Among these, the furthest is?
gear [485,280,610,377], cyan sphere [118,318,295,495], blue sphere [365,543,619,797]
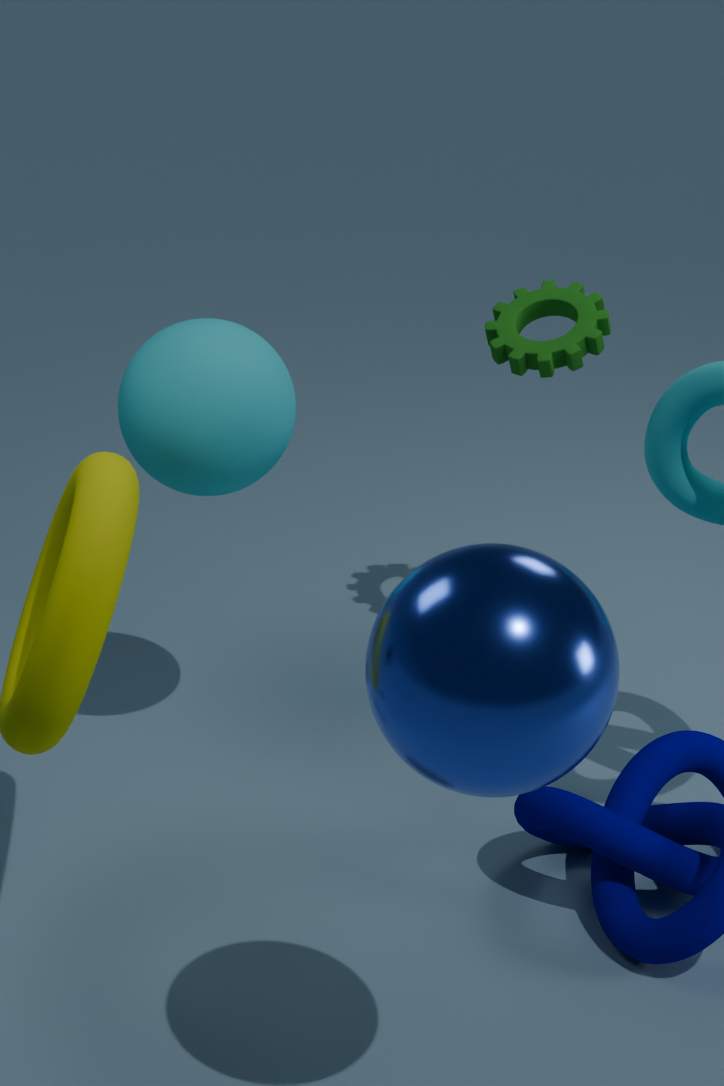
gear [485,280,610,377]
